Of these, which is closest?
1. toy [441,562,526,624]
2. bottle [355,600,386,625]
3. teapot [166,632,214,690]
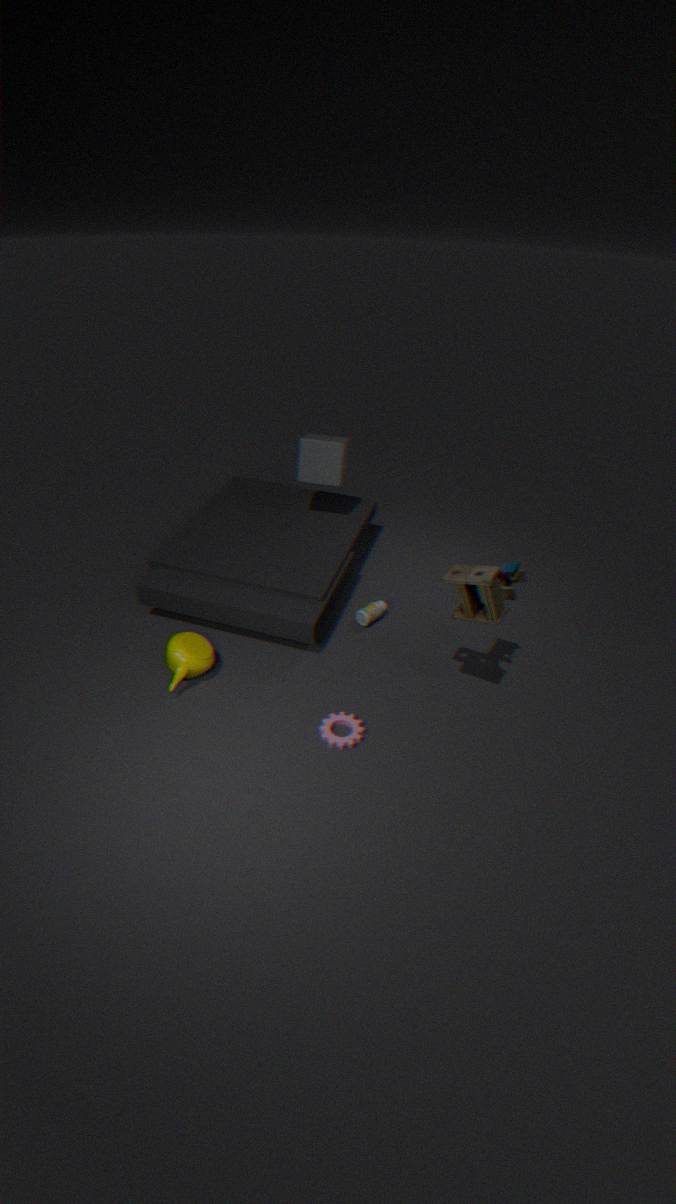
toy [441,562,526,624]
